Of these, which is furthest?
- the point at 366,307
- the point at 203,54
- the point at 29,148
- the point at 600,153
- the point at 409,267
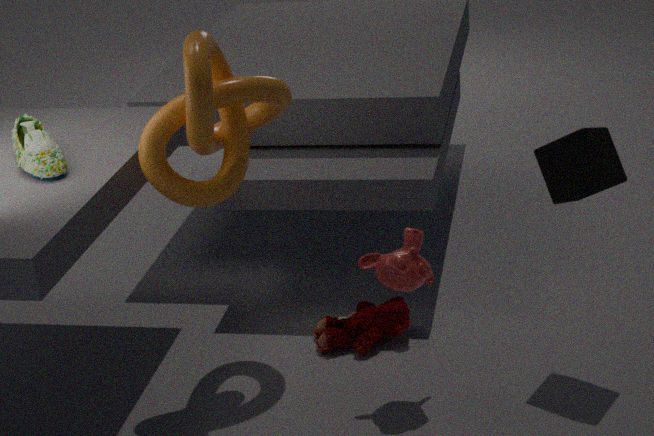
the point at 366,307
